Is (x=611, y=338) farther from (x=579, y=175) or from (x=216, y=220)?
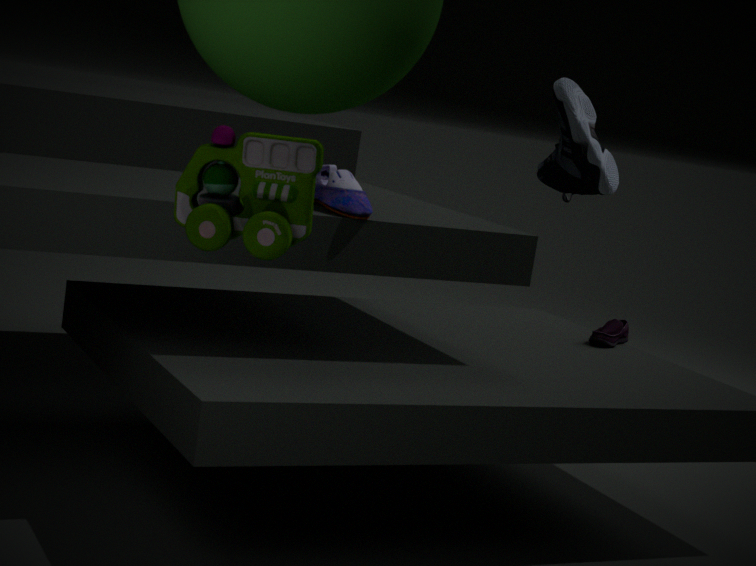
(x=216, y=220)
